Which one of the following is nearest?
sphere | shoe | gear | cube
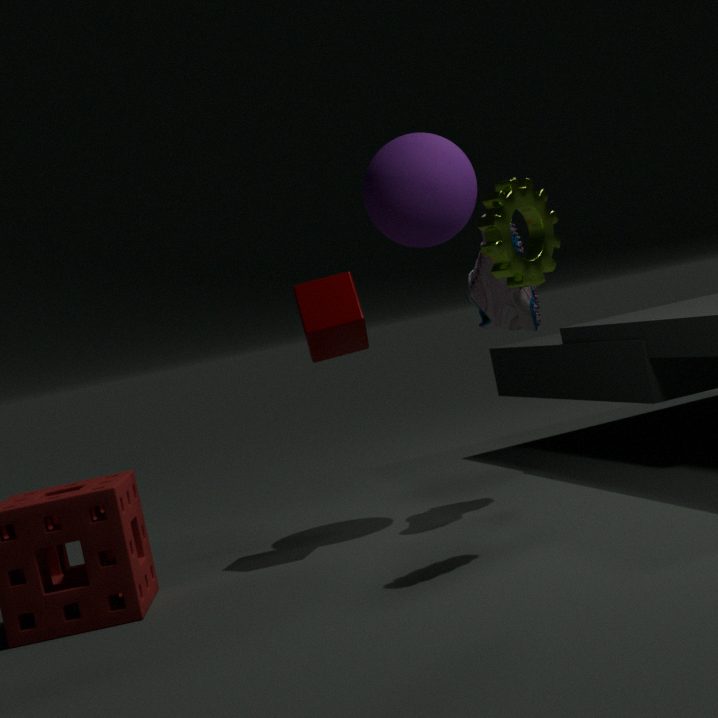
gear
